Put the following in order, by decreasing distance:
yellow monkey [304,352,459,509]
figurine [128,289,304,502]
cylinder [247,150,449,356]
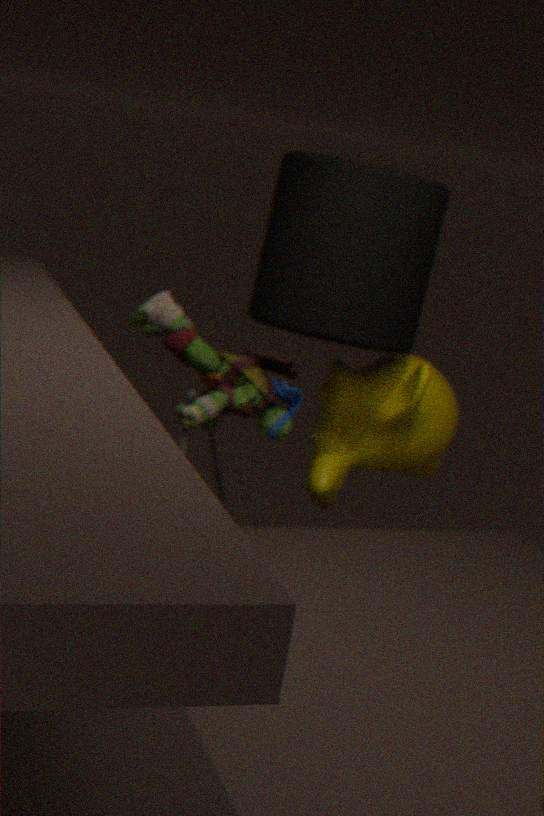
yellow monkey [304,352,459,509], cylinder [247,150,449,356], figurine [128,289,304,502]
